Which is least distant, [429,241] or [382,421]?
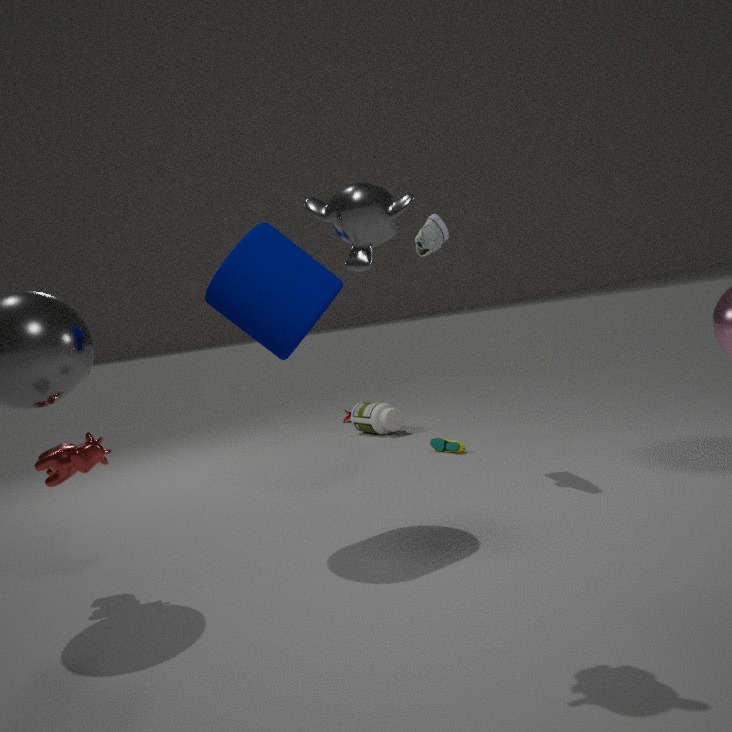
[429,241]
